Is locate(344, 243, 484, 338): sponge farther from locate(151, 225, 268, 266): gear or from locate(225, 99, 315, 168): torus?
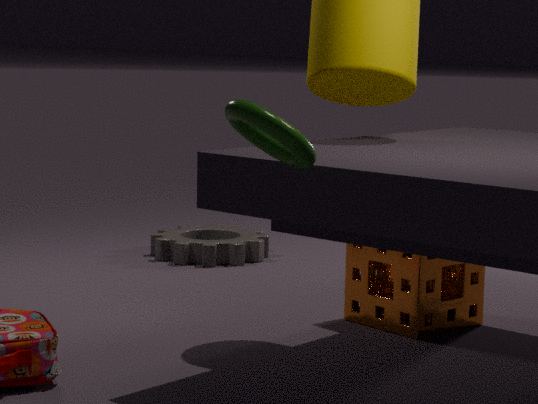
locate(225, 99, 315, 168): torus
